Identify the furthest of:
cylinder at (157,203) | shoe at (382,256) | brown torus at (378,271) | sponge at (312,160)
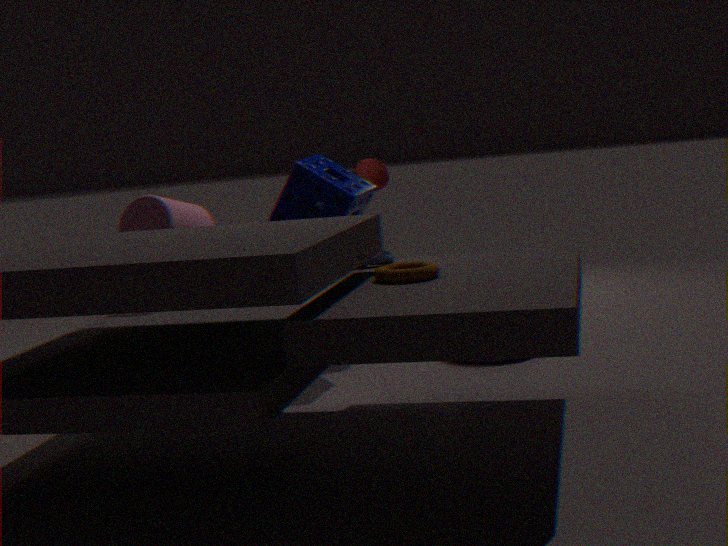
sponge at (312,160)
